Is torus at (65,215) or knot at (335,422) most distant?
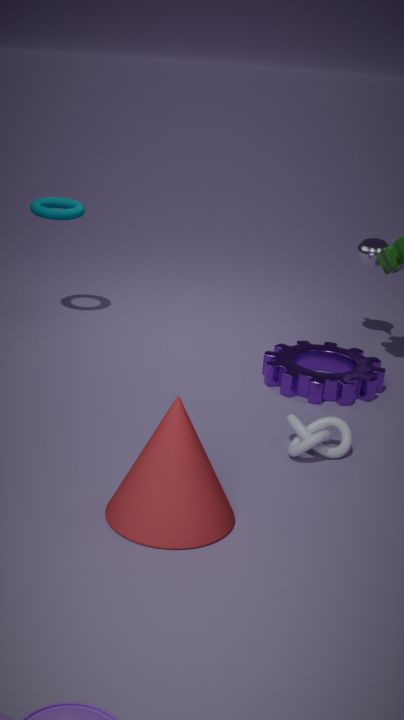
torus at (65,215)
